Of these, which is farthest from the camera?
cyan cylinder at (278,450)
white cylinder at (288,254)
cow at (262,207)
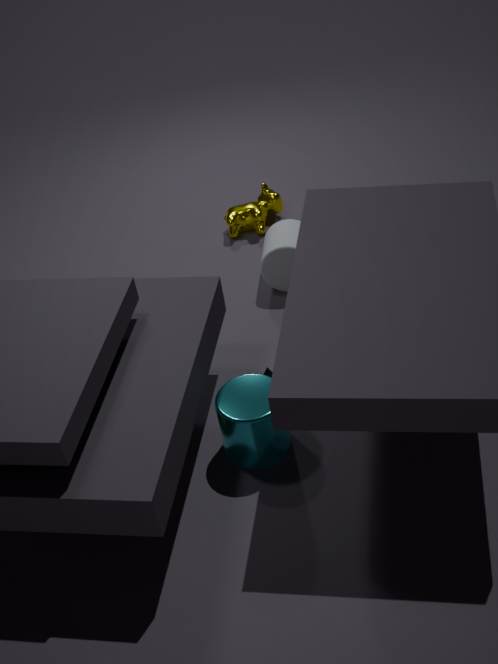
cow at (262,207)
